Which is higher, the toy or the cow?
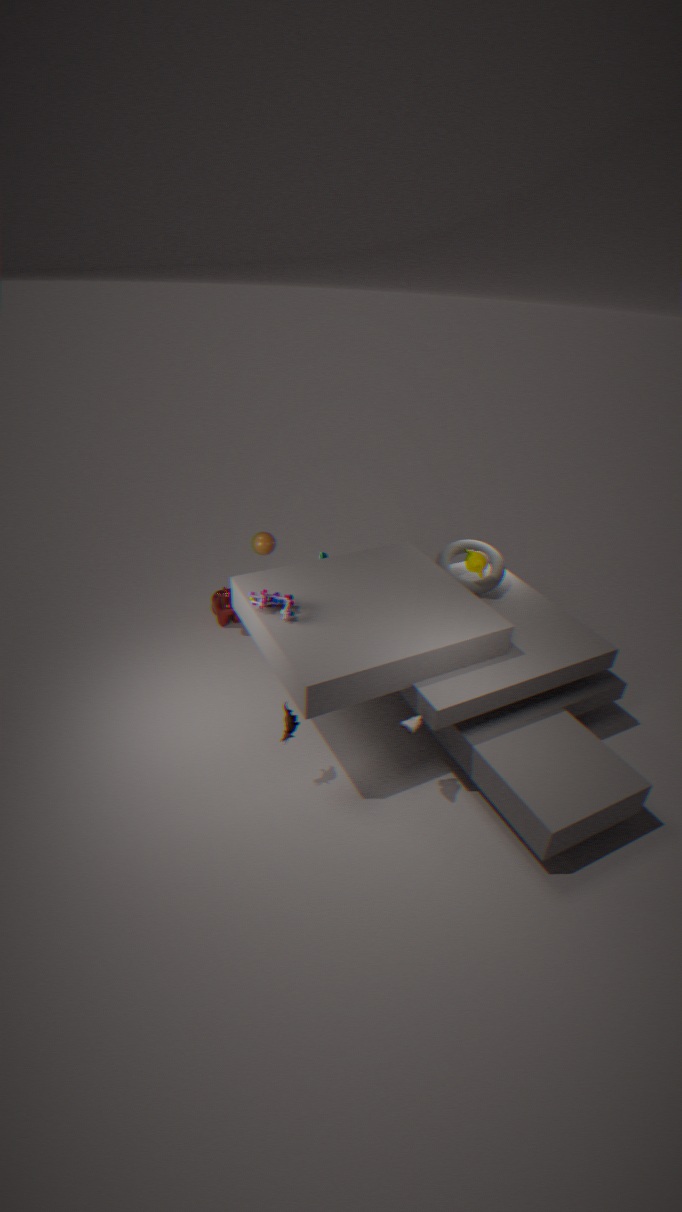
the toy
